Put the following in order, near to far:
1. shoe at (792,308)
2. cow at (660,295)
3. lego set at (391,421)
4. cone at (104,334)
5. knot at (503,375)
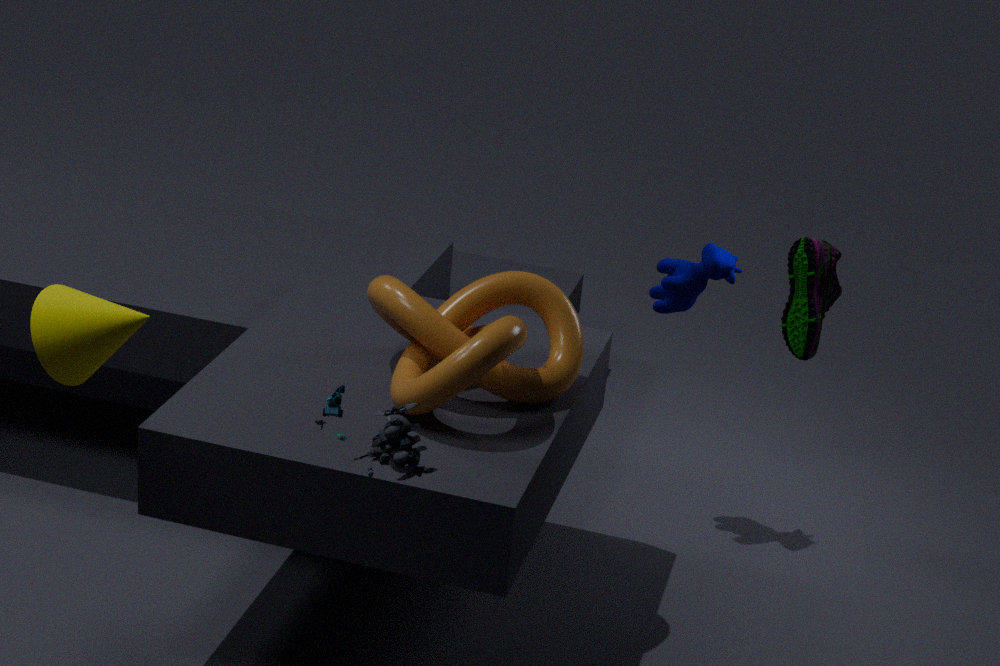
1. lego set at (391,421)
2. shoe at (792,308)
3. cone at (104,334)
4. knot at (503,375)
5. cow at (660,295)
